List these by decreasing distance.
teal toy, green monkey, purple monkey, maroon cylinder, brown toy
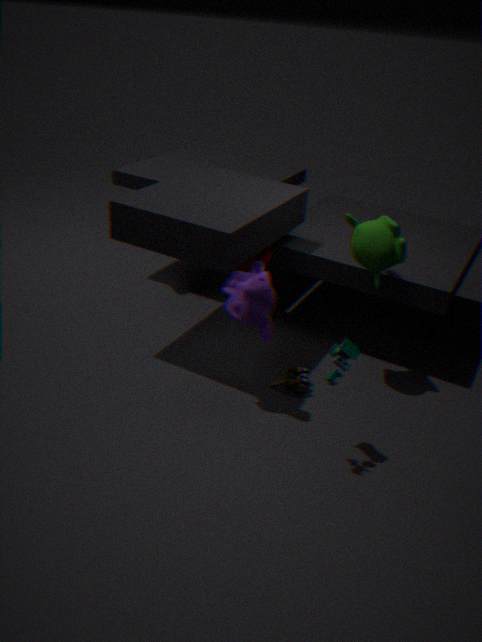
maroon cylinder
brown toy
green monkey
purple monkey
teal toy
